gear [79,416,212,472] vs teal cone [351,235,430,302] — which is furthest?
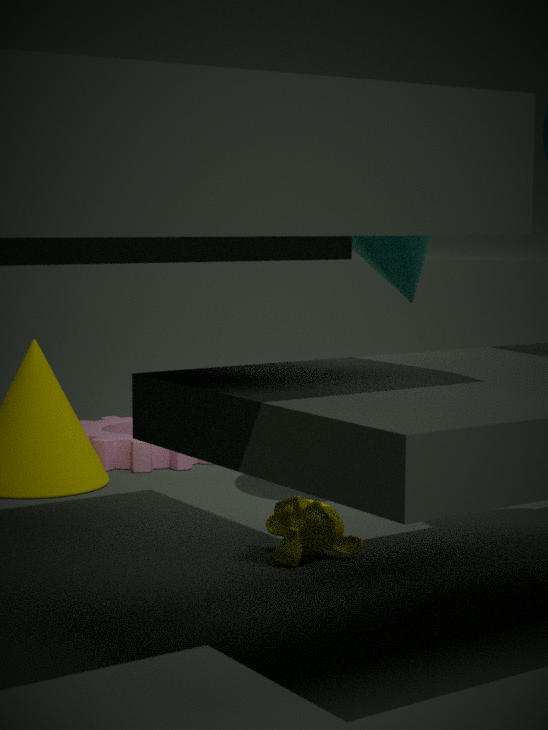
gear [79,416,212,472]
